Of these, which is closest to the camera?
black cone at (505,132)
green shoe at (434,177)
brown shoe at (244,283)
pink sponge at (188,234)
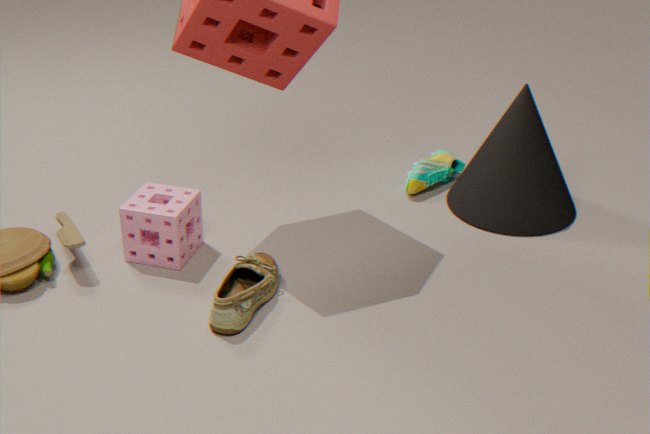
brown shoe at (244,283)
